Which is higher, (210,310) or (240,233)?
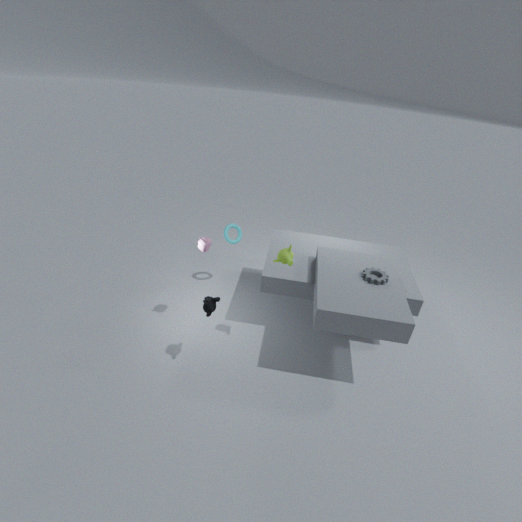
(240,233)
